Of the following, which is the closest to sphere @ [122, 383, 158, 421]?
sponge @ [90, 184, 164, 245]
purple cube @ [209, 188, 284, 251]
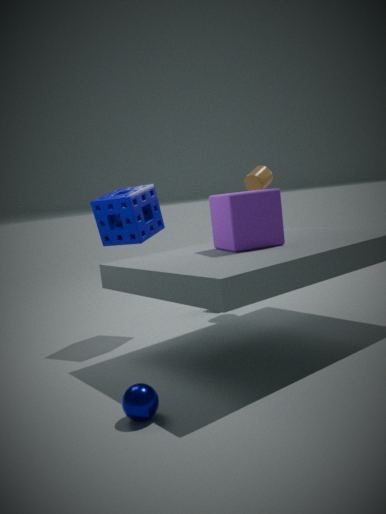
purple cube @ [209, 188, 284, 251]
